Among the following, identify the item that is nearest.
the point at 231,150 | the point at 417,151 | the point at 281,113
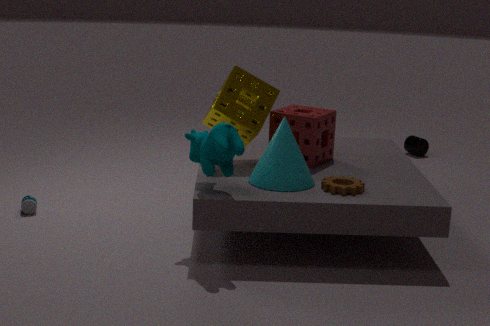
the point at 231,150
